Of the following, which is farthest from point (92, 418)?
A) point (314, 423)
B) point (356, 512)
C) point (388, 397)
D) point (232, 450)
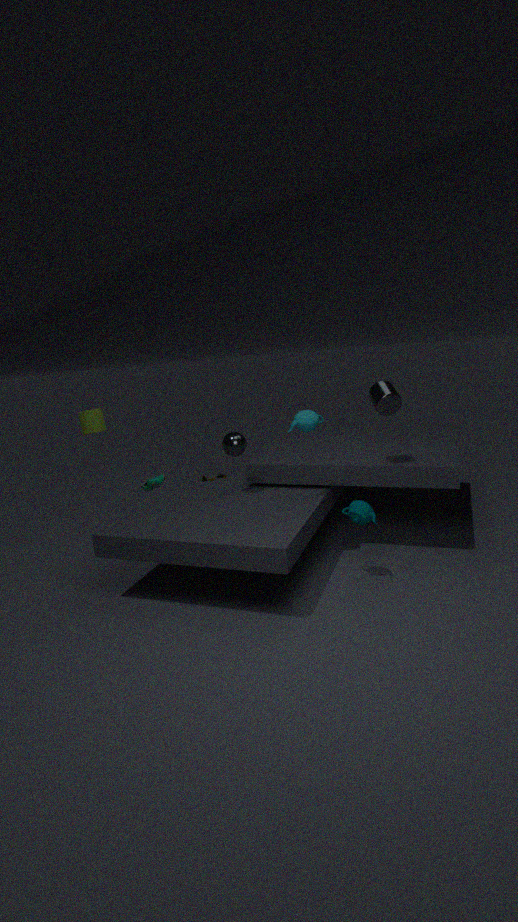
point (388, 397)
